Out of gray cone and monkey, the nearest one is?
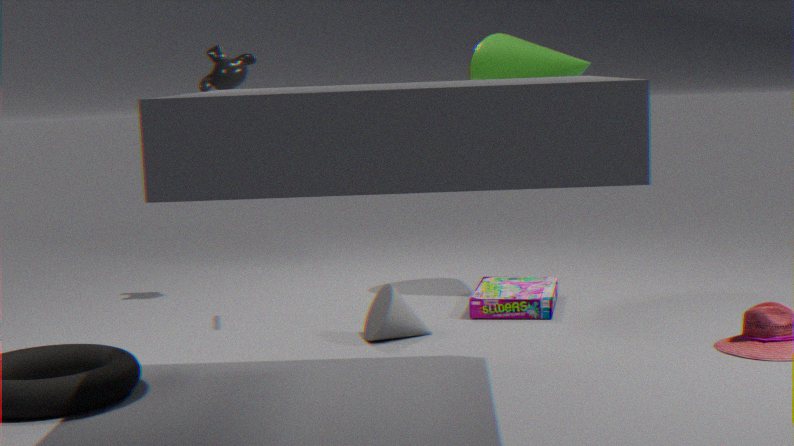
gray cone
